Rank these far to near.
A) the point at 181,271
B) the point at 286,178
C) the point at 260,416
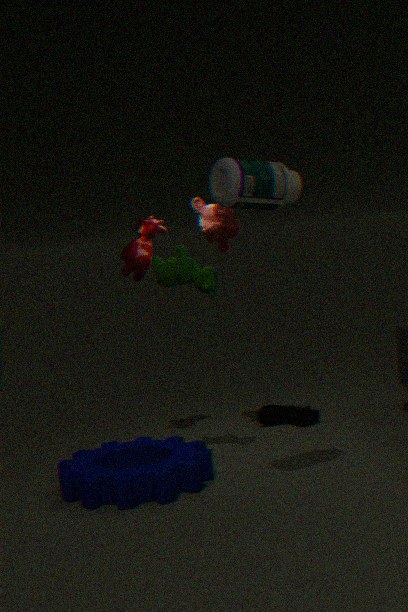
the point at 260,416 → the point at 181,271 → the point at 286,178
